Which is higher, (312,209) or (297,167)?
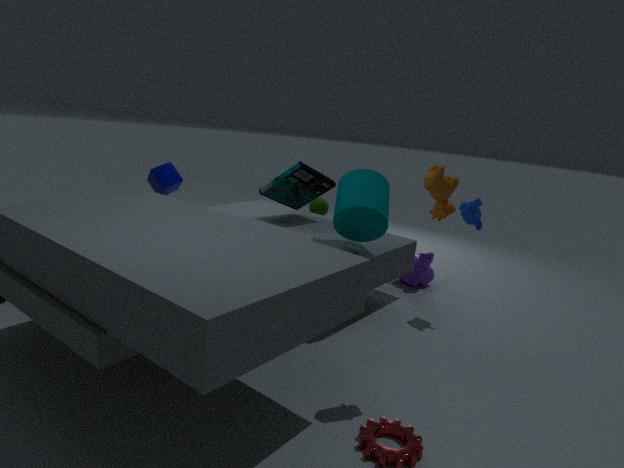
(297,167)
